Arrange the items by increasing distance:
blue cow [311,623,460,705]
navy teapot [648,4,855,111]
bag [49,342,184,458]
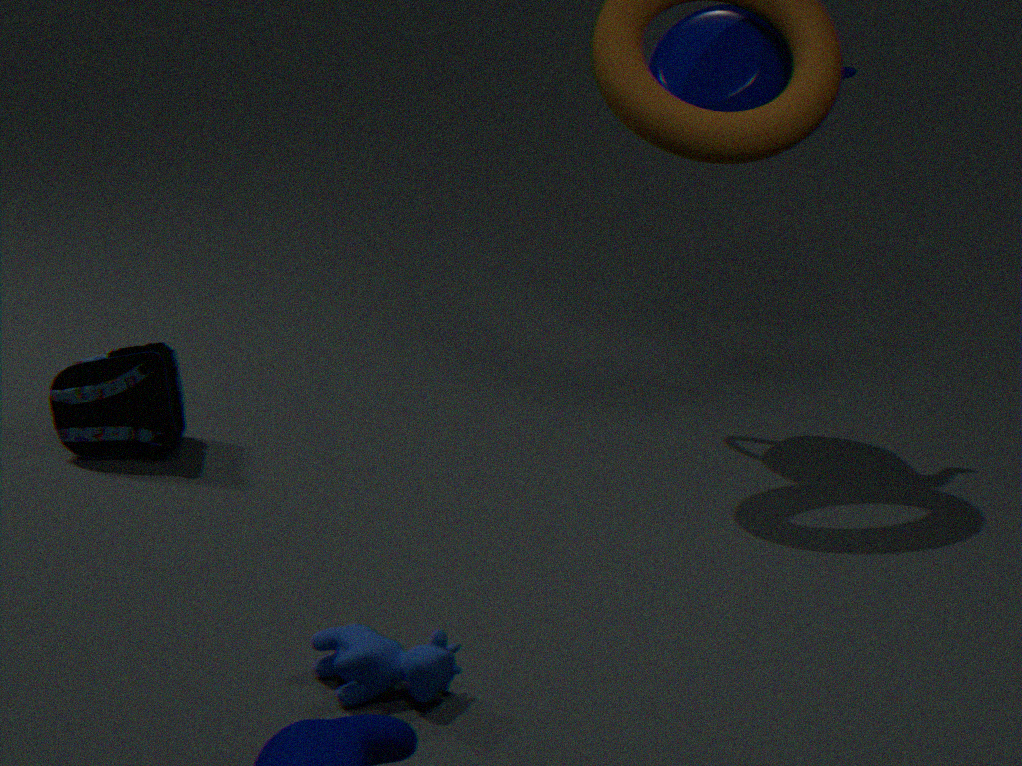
blue cow [311,623,460,705] → bag [49,342,184,458] → navy teapot [648,4,855,111]
